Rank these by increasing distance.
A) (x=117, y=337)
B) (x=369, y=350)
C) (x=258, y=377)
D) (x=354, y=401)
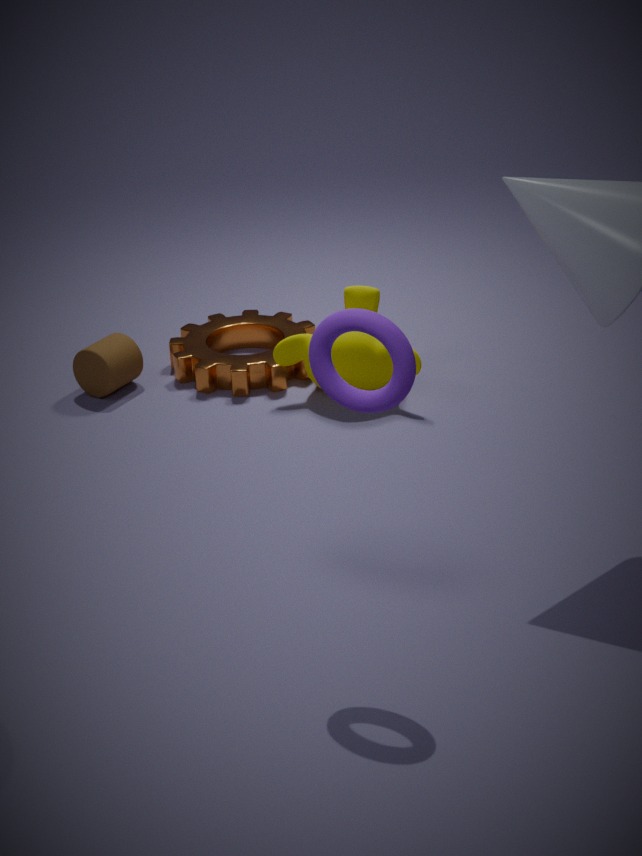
(x=354, y=401) < (x=369, y=350) < (x=258, y=377) < (x=117, y=337)
